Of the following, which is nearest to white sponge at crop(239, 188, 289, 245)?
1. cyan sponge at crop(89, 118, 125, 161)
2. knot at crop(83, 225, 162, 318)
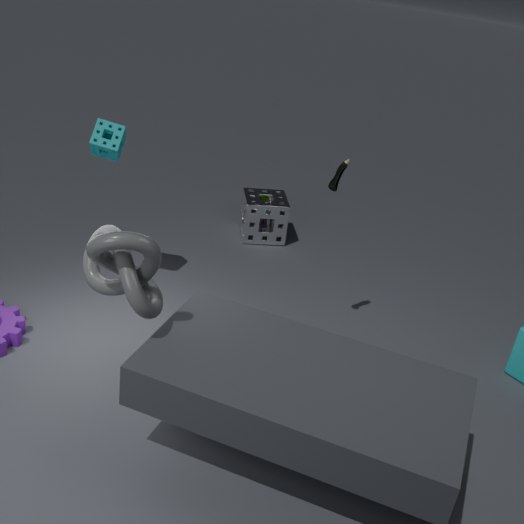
cyan sponge at crop(89, 118, 125, 161)
